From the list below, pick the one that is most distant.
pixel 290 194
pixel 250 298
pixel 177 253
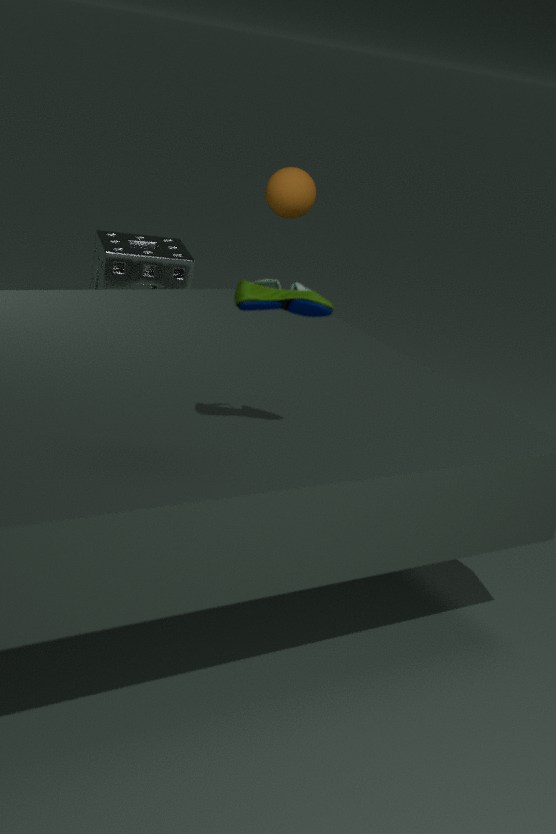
pixel 177 253
